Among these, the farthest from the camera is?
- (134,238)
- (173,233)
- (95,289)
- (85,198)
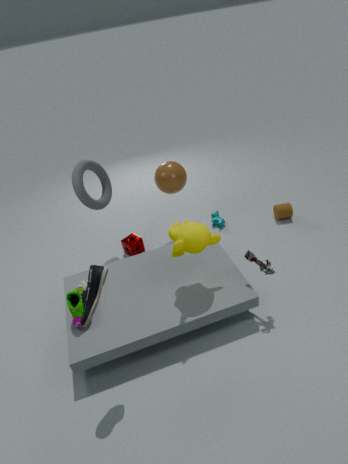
(134,238)
